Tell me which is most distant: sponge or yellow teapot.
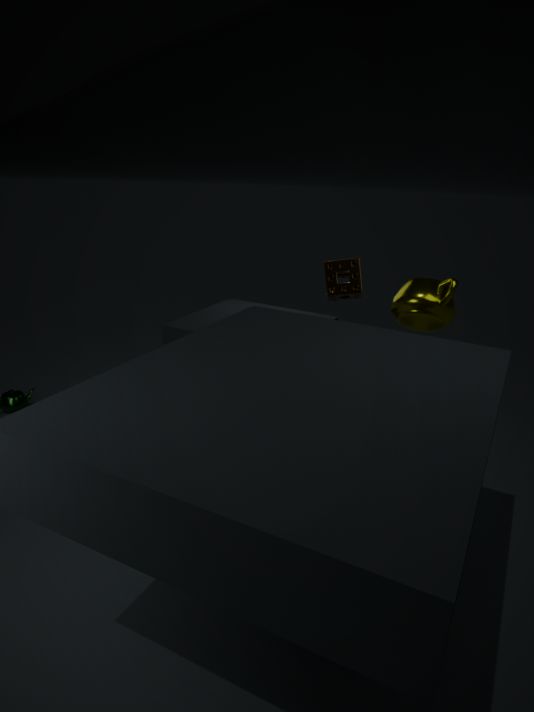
sponge
